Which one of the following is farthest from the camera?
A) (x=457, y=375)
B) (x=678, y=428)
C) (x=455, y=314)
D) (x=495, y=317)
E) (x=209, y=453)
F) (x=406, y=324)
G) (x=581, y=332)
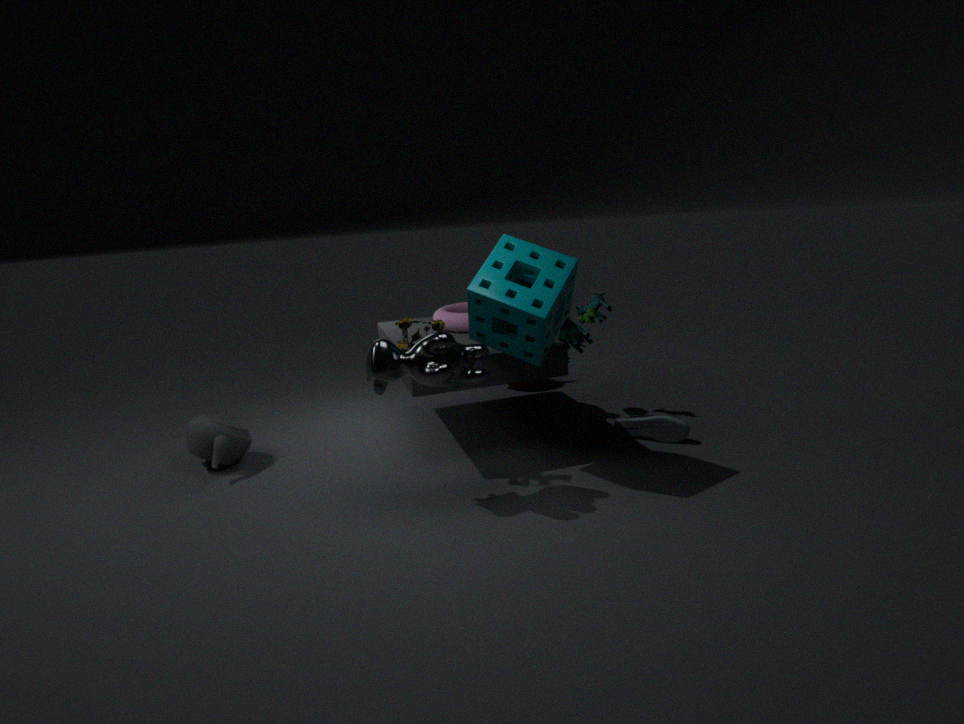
(x=581, y=332)
